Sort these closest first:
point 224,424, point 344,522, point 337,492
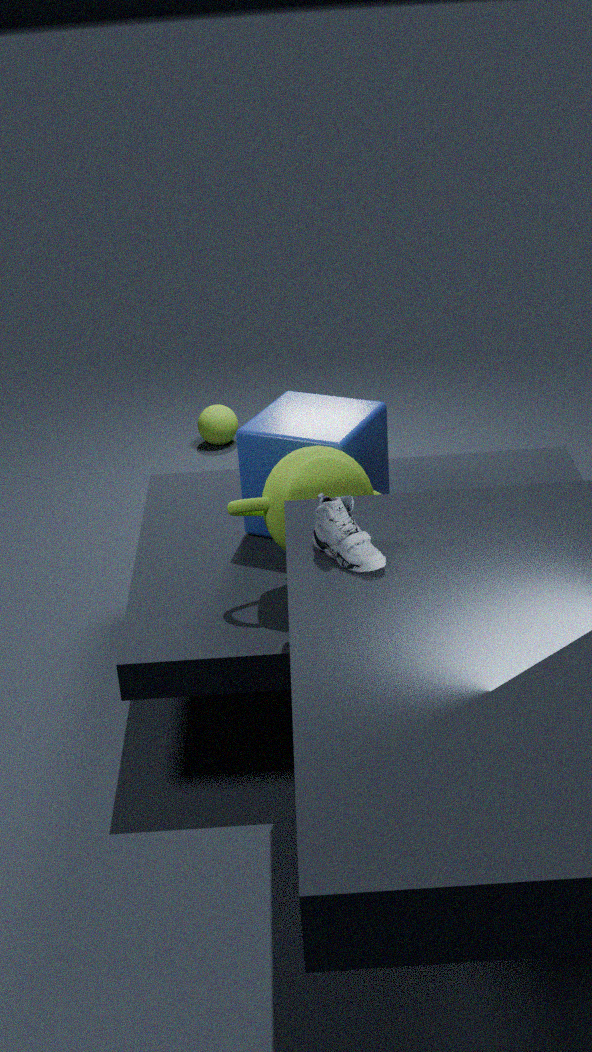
point 344,522 → point 337,492 → point 224,424
